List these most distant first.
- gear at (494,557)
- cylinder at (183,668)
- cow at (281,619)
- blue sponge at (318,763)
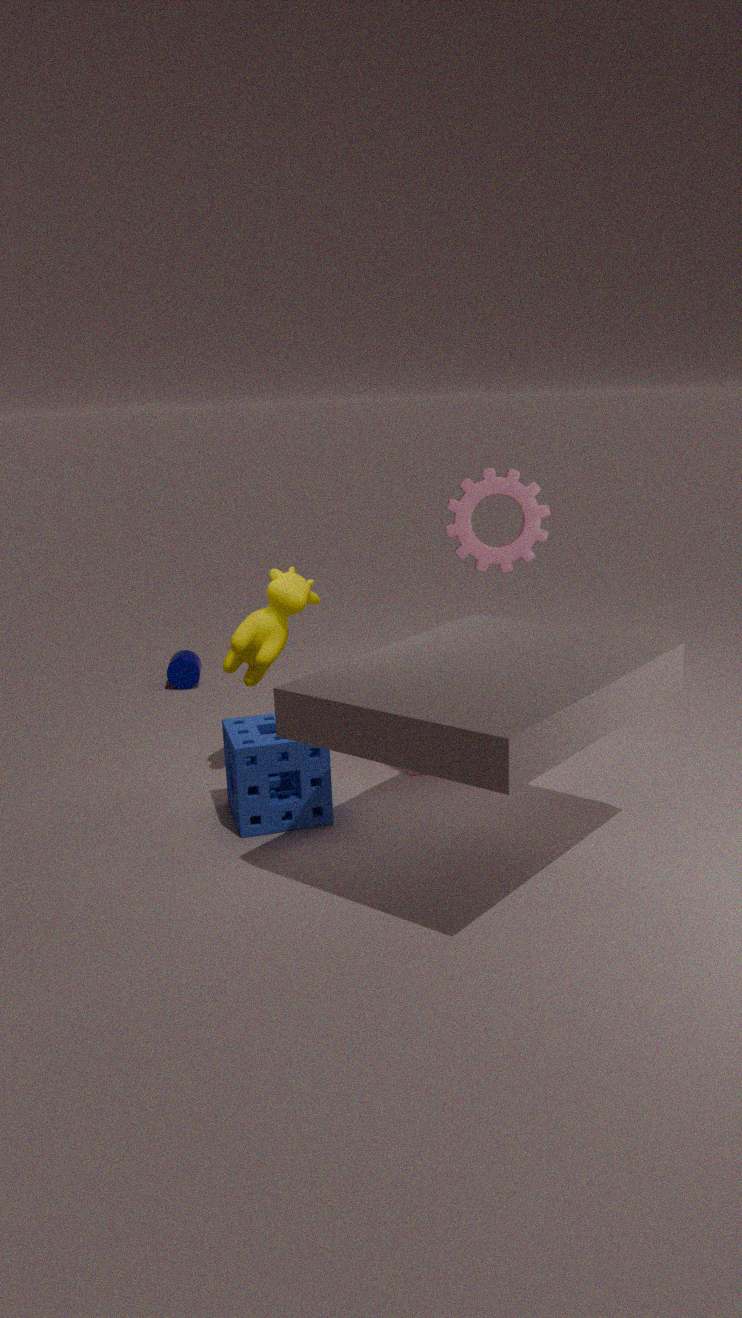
1. cylinder at (183,668)
2. gear at (494,557)
3. cow at (281,619)
4. blue sponge at (318,763)
